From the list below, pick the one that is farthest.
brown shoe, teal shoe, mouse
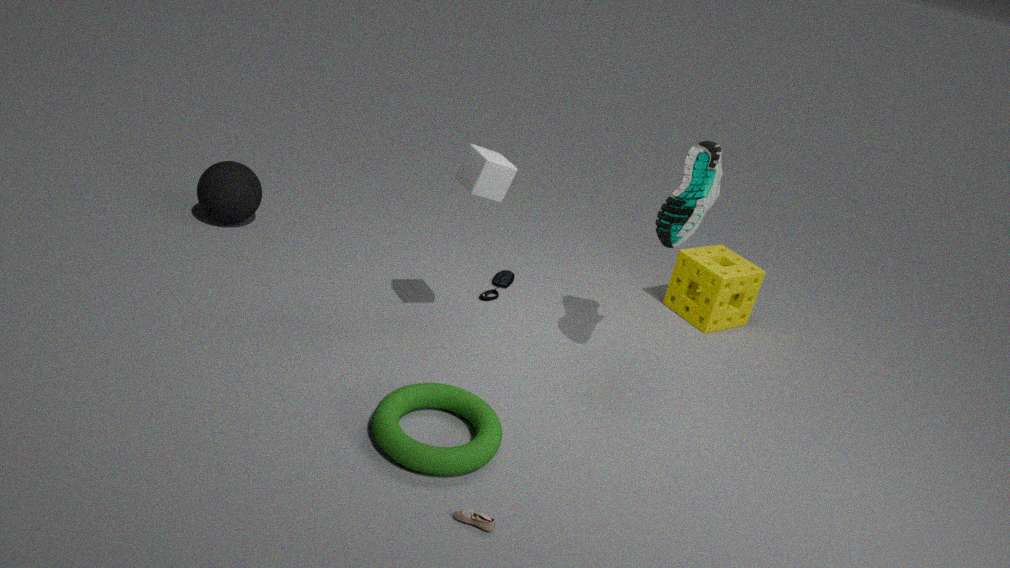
mouse
